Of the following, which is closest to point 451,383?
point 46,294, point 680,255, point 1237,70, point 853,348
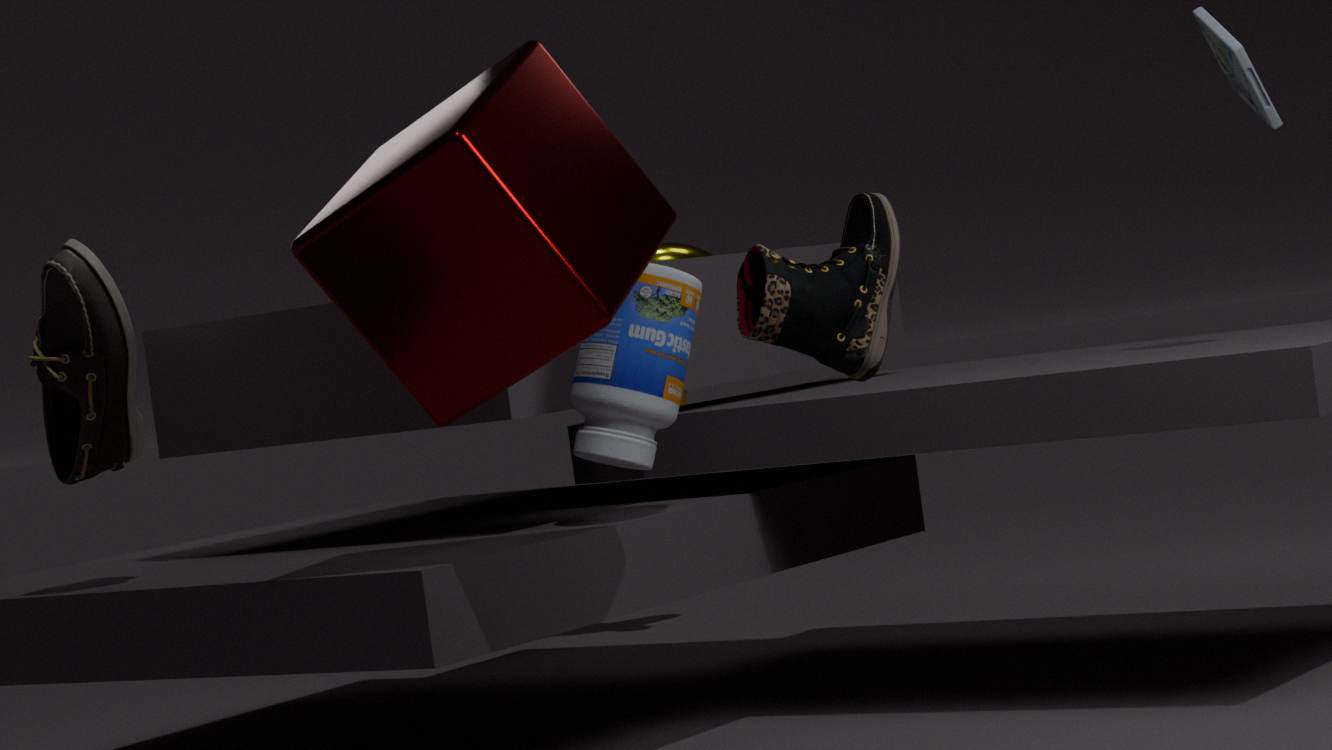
point 853,348
